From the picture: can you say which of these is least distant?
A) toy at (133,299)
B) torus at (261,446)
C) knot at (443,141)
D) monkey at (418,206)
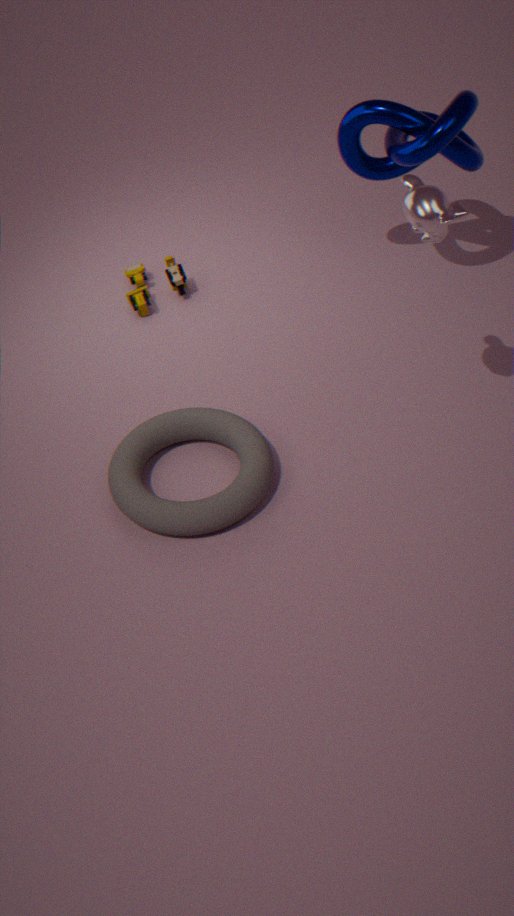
monkey at (418,206)
